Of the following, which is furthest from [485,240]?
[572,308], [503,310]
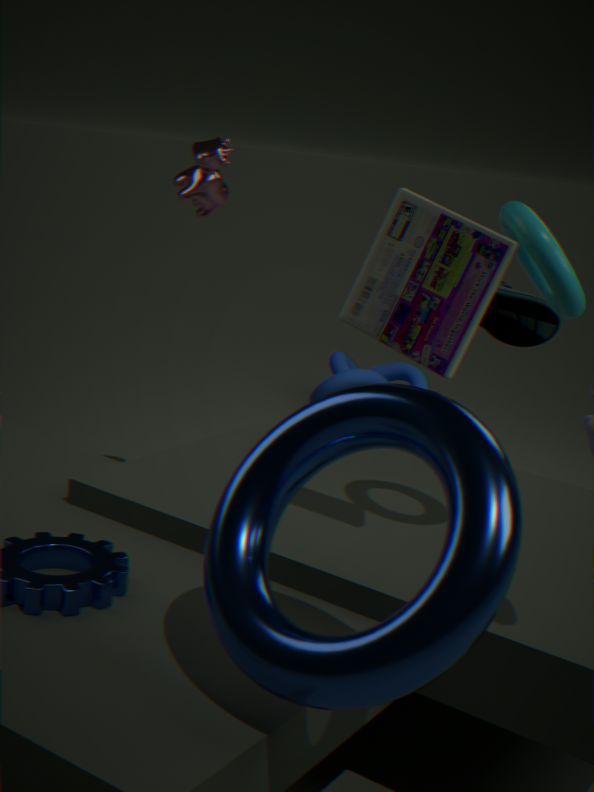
[503,310]
